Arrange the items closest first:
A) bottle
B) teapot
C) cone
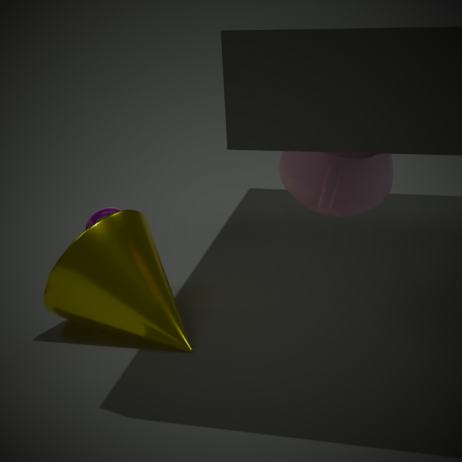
teapot
cone
bottle
